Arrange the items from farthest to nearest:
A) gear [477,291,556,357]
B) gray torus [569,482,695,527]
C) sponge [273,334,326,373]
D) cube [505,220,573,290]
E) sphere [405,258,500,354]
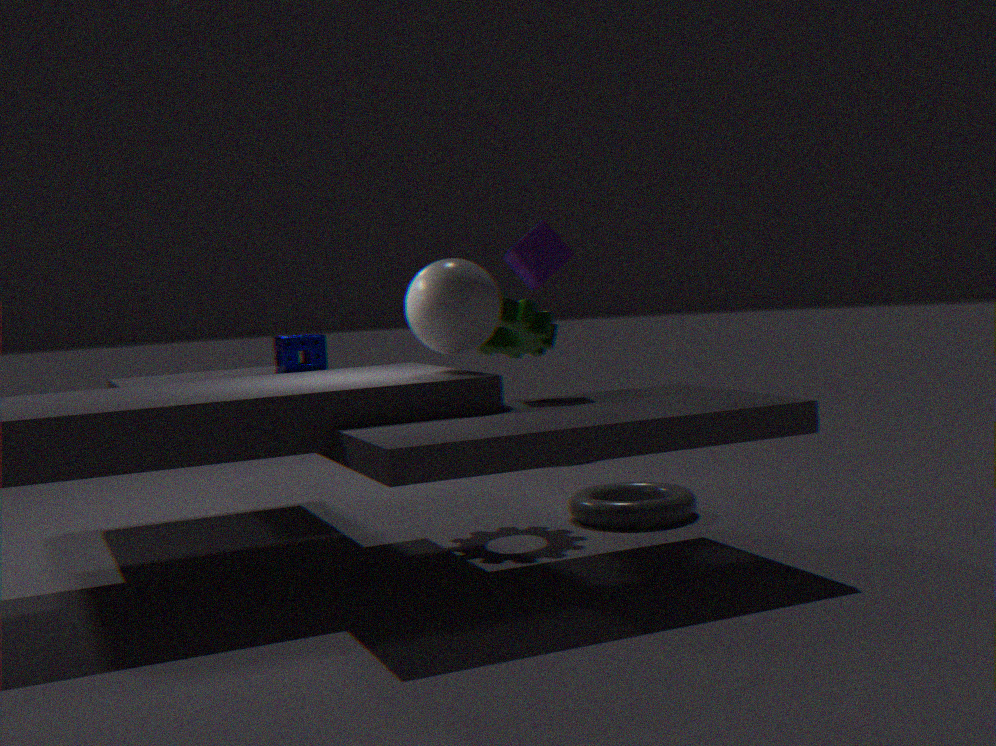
sponge [273,334,326,373]
gear [477,291,556,357]
gray torus [569,482,695,527]
cube [505,220,573,290]
sphere [405,258,500,354]
